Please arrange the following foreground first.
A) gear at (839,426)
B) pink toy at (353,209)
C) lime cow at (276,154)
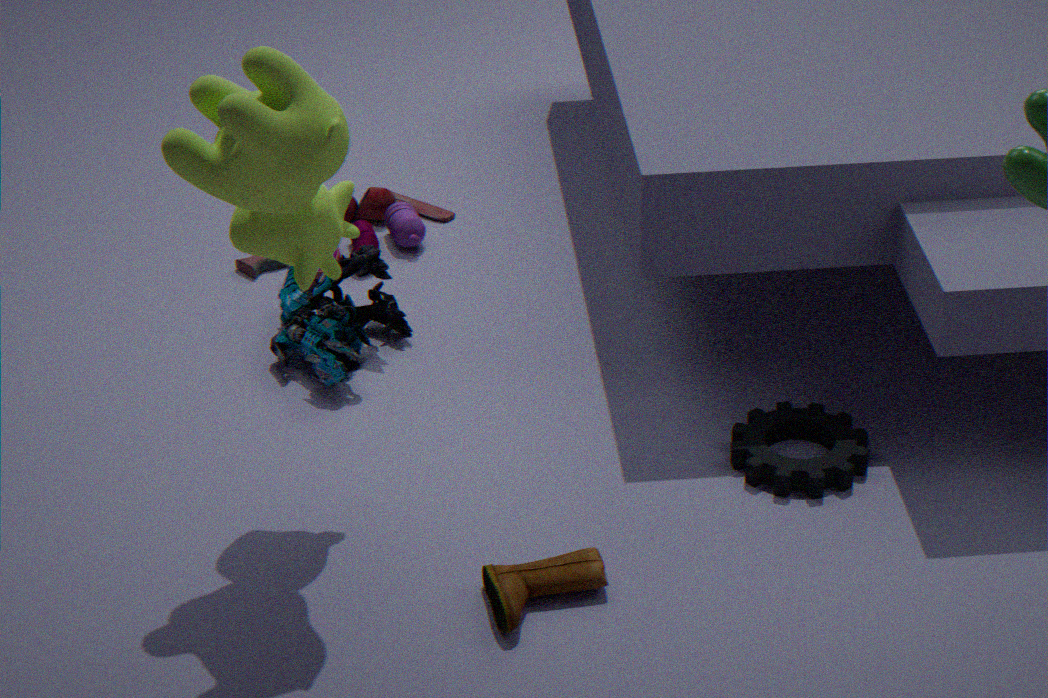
lime cow at (276,154)
gear at (839,426)
pink toy at (353,209)
